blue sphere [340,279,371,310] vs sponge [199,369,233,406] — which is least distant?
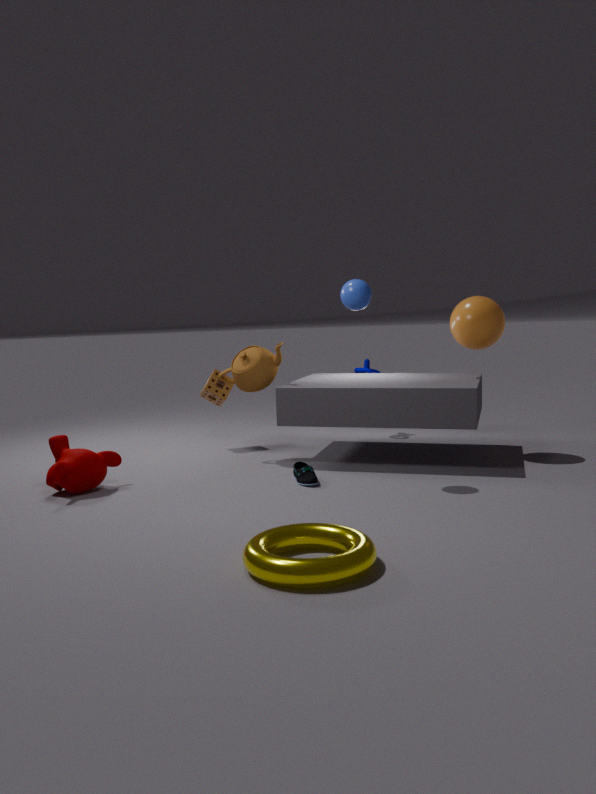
blue sphere [340,279,371,310]
